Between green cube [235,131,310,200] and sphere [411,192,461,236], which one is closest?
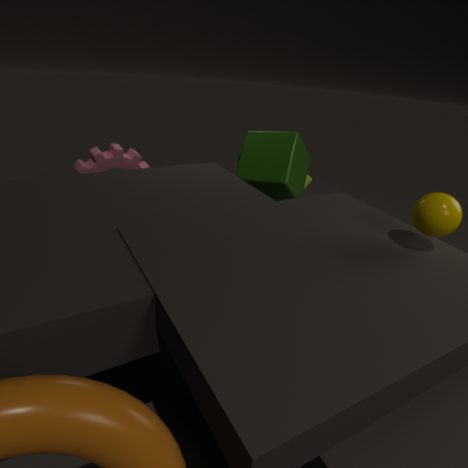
sphere [411,192,461,236]
